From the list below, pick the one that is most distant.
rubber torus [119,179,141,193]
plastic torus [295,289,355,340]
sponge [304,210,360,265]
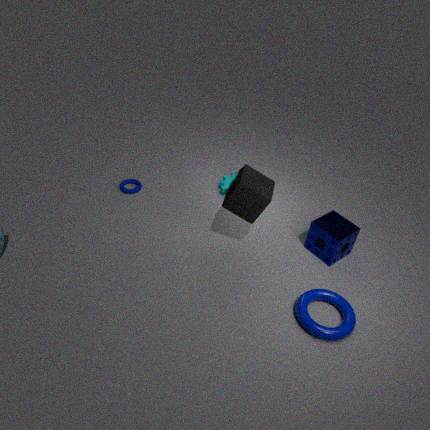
rubber torus [119,179,141,193]
